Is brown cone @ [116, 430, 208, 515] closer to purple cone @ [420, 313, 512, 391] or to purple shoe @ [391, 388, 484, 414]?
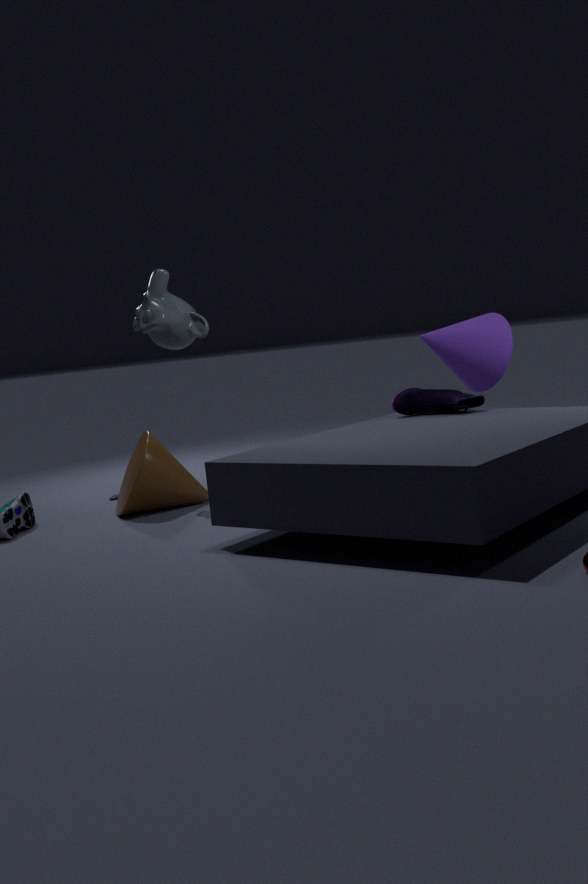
purple shoe @ [391, 388, 484, 414]
